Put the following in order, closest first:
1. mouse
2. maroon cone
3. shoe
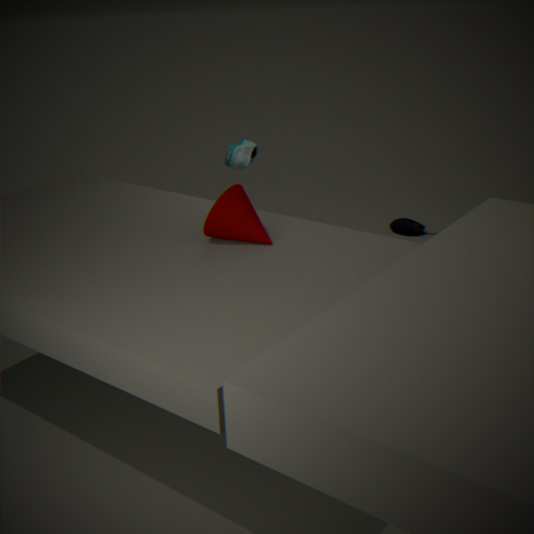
maroon cone, shoe, mouse
